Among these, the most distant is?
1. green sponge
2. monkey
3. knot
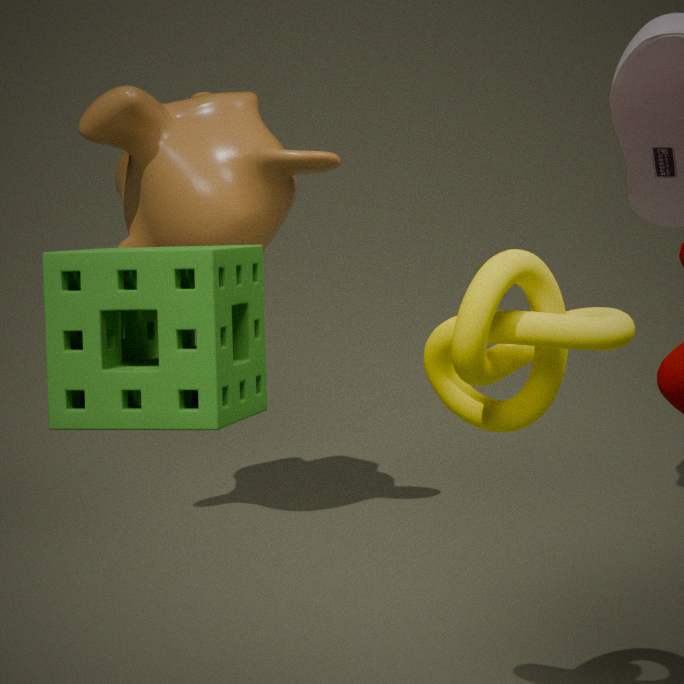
monkey
